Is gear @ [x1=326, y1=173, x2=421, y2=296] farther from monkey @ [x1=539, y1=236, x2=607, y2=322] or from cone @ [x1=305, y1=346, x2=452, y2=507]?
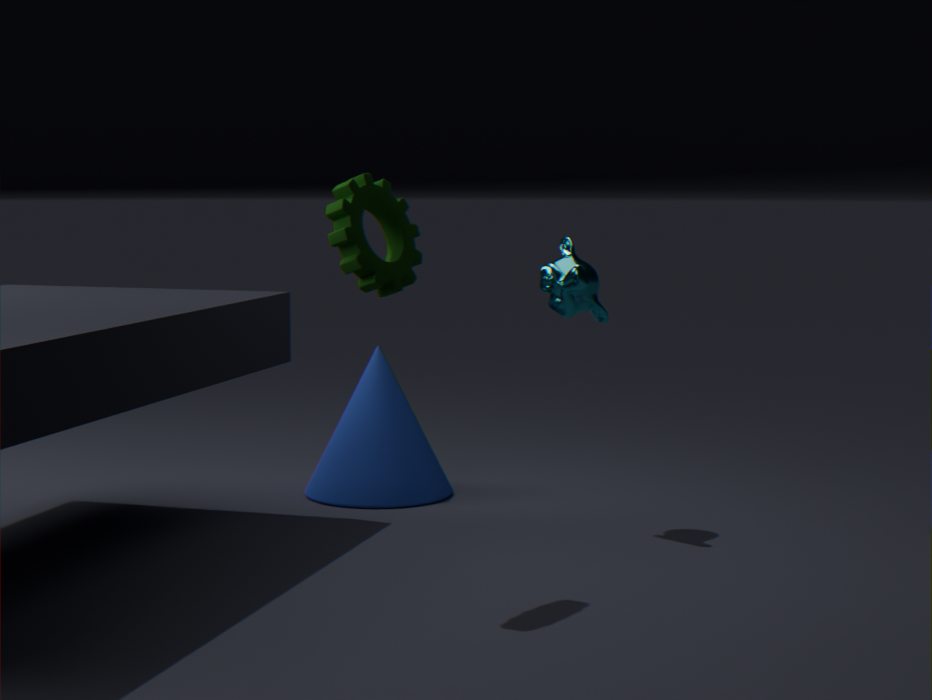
cone @ [x1=305, y1=346, x2=452, y2=507]
